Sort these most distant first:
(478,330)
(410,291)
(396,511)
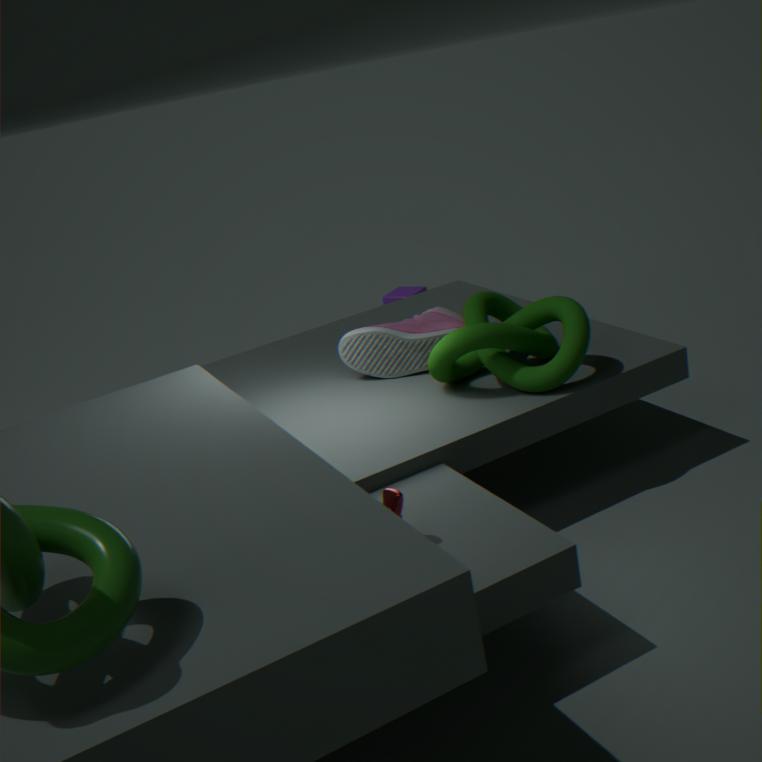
(410,291) → (478,330) → (396,511)
